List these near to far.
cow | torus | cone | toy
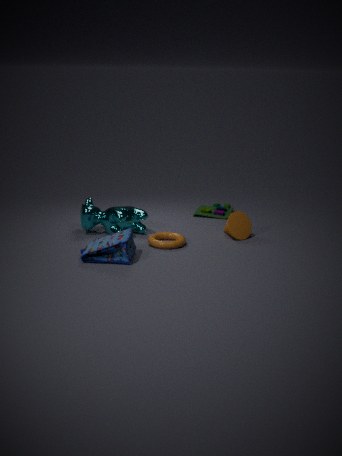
torus
cow
cone
toy
